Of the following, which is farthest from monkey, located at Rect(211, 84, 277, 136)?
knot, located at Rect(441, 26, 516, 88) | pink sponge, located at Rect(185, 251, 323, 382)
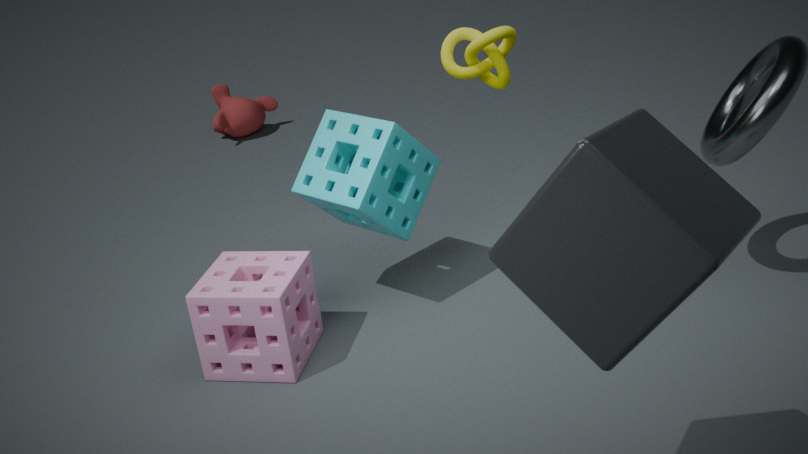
knot, located at Rect(441, 26, 516, 88)
